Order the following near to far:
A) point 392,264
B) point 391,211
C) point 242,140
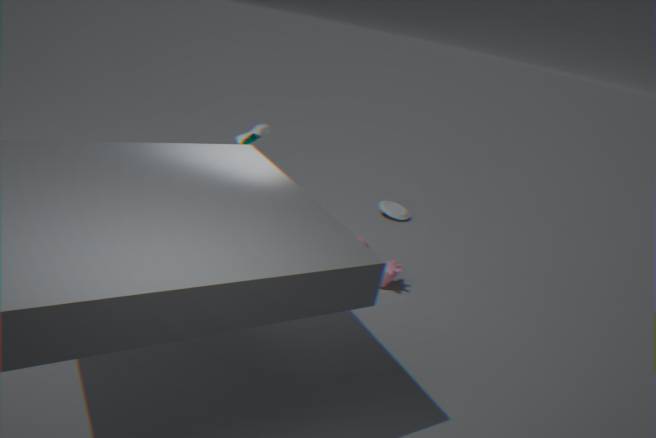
point 242,140
point 392,264
point 391,211
